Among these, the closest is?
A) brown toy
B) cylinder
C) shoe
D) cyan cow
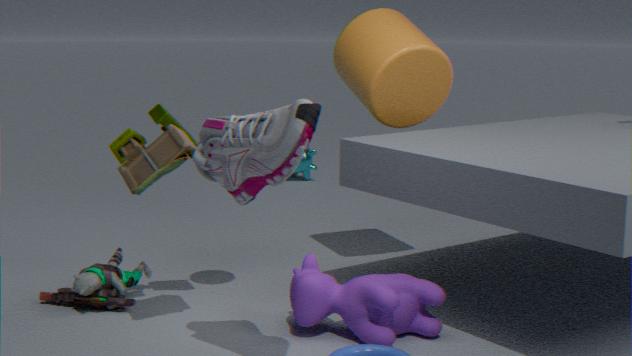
shoe
